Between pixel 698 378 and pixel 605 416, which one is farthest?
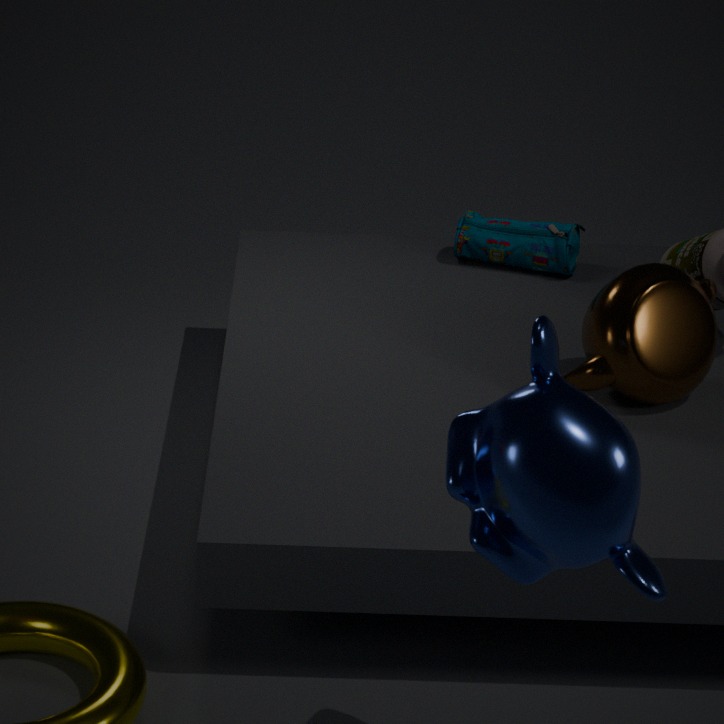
pixel 698 378
